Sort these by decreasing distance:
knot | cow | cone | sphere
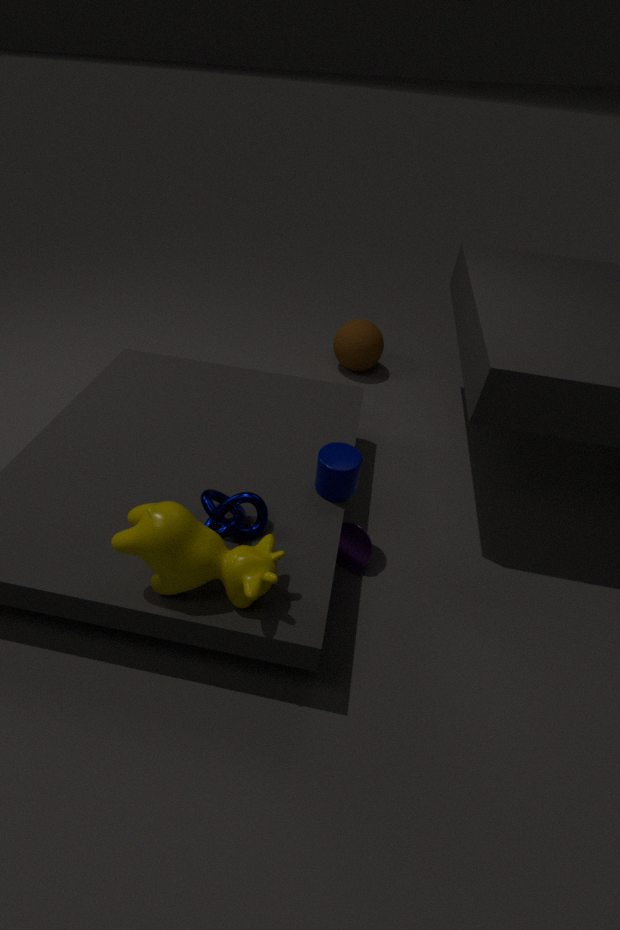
sphere < cone < knot < cow
